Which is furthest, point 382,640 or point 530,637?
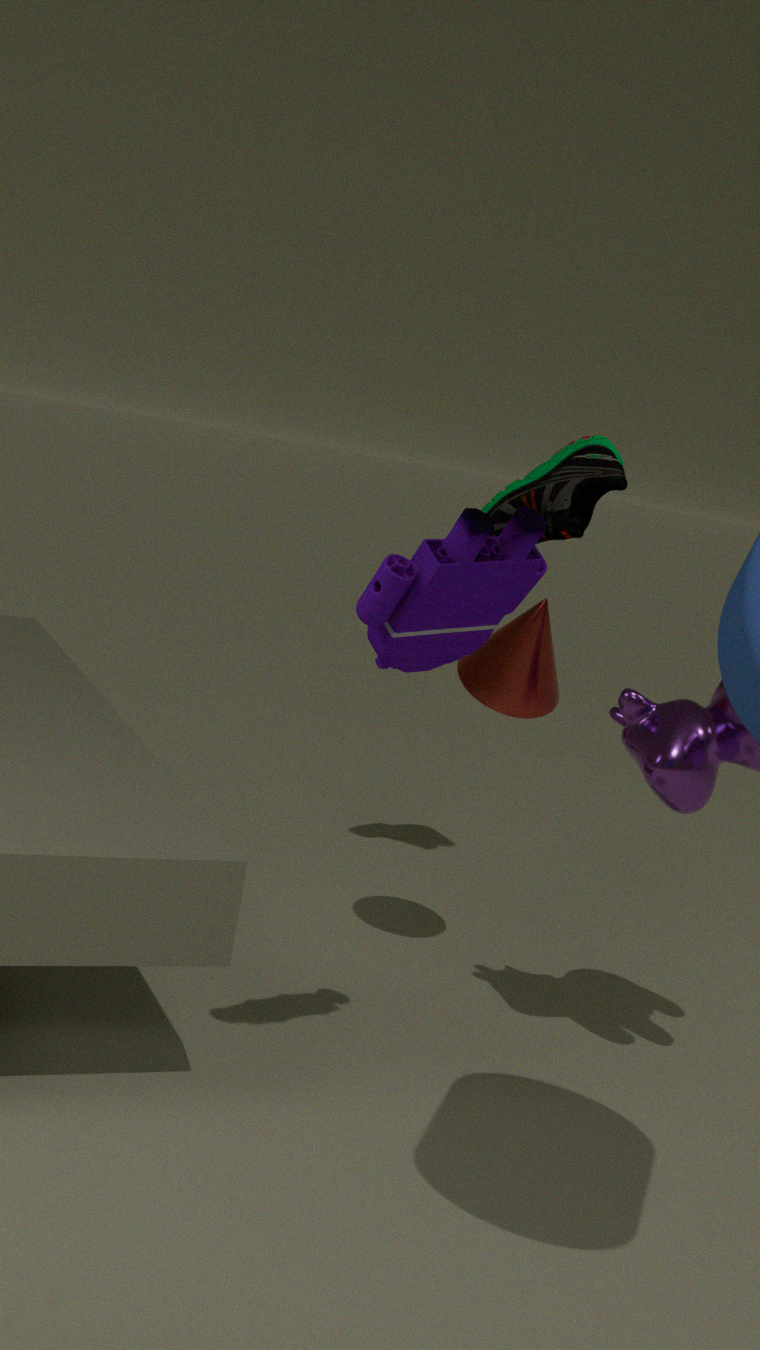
point 530,637
